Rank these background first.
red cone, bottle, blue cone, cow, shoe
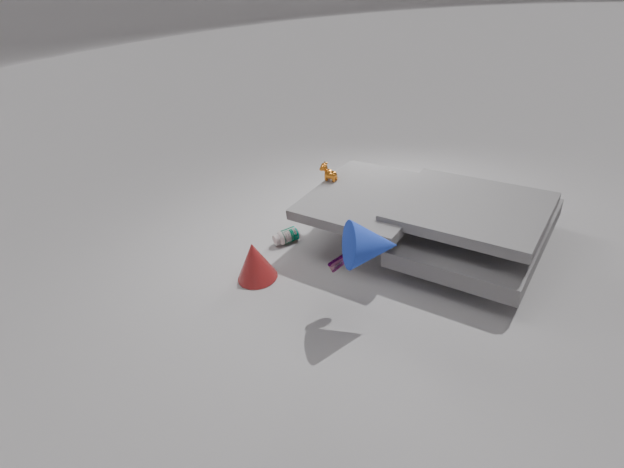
bottle < cow < red cone < shoe < blue cone
